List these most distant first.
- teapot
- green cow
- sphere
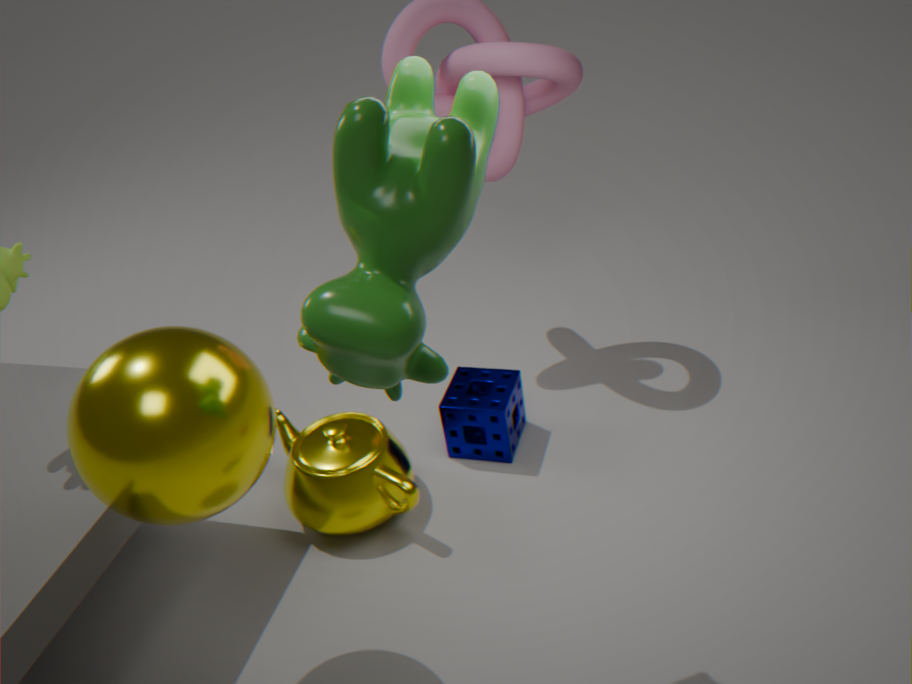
teapot → sphere → green cow
